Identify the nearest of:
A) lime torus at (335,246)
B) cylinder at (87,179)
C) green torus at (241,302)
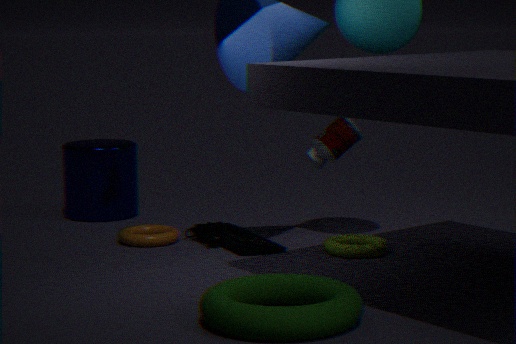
green torus at (241,302)
